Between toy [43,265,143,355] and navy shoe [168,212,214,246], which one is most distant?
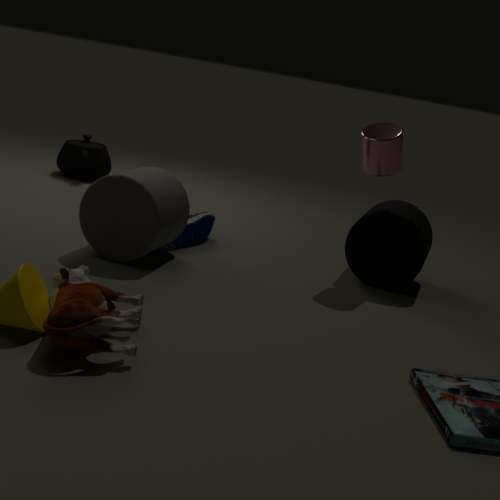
navy shoe [168,212,214,246]
